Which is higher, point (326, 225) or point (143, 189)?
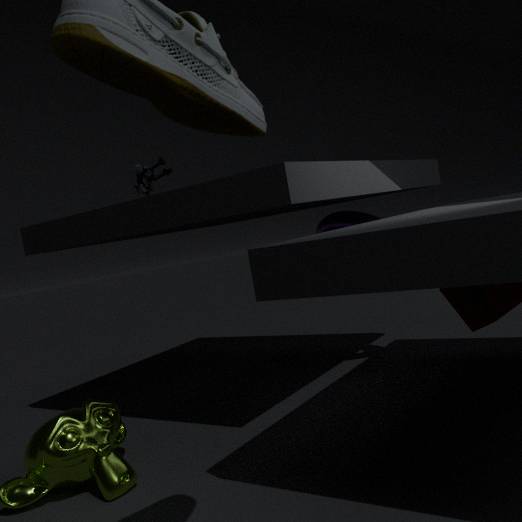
point (143, 189)
